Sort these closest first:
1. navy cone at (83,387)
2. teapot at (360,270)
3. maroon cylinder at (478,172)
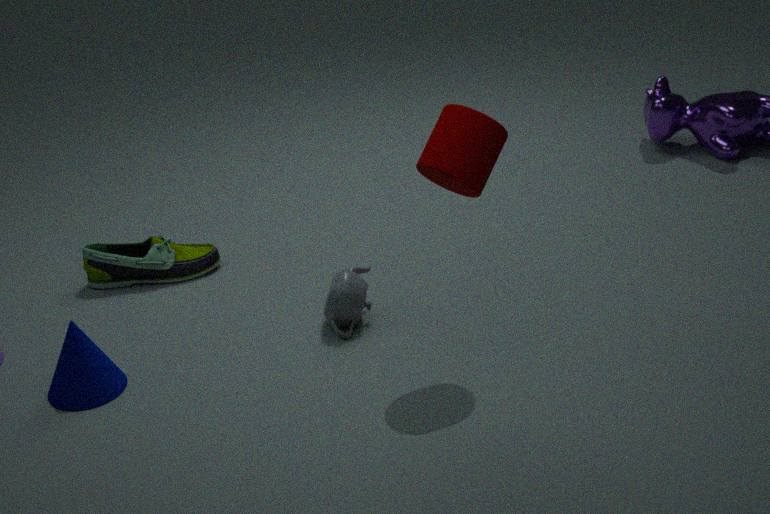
maroon cylinder at (478,172), navy cone at (83,387), teapot at (360,270)
